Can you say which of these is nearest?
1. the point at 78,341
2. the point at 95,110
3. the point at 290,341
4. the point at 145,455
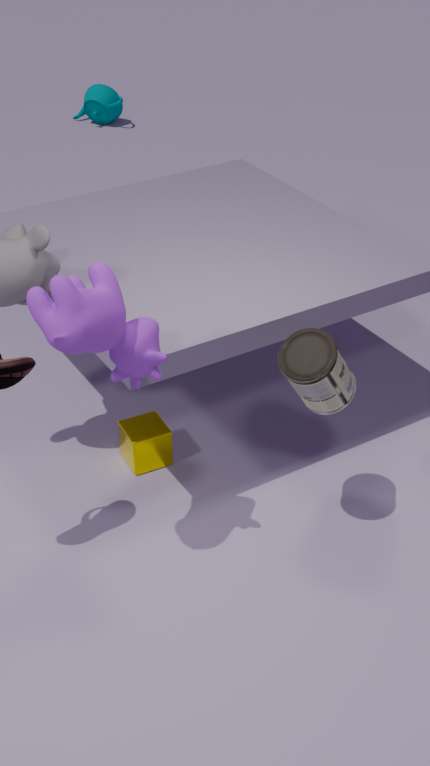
the point at 78,341
